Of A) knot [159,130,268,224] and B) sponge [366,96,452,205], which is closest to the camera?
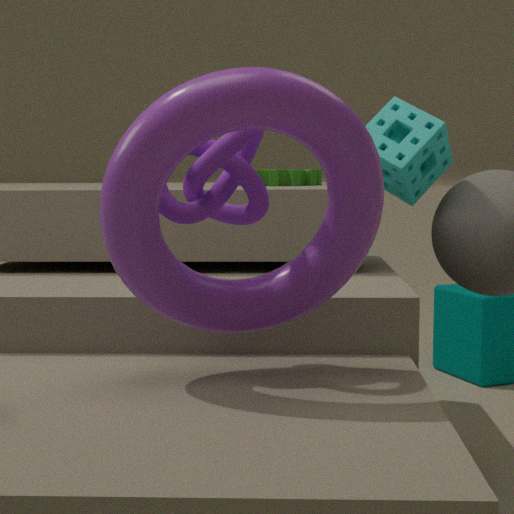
A. knot [159,130,268,224]
